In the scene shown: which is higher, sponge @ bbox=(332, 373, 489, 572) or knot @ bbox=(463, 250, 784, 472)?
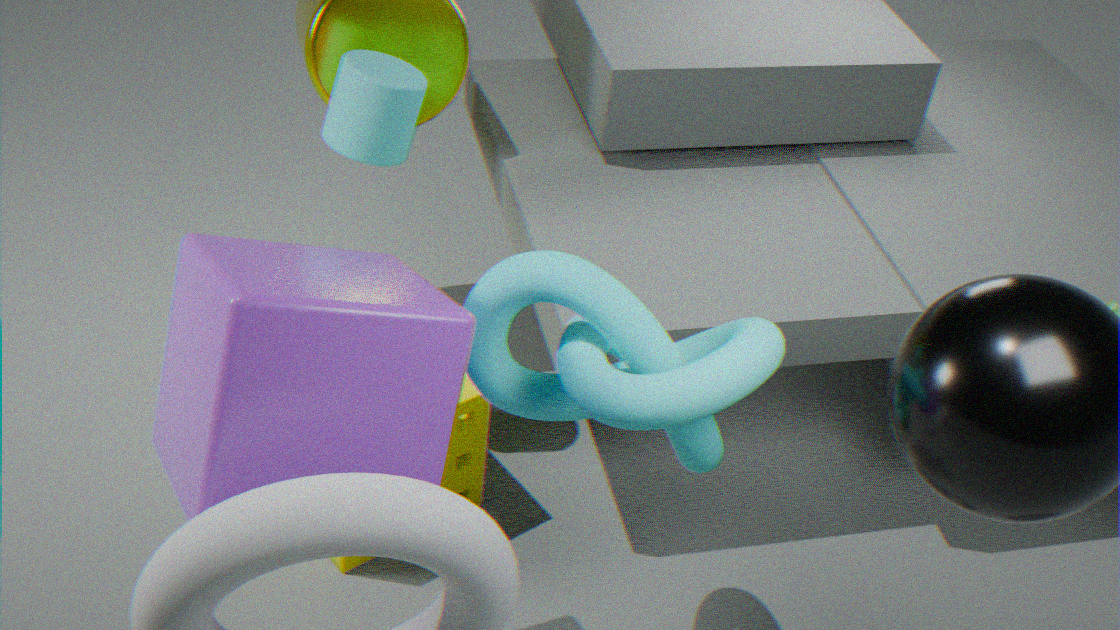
knot @ bbox=(463, 250, 784, 472)
